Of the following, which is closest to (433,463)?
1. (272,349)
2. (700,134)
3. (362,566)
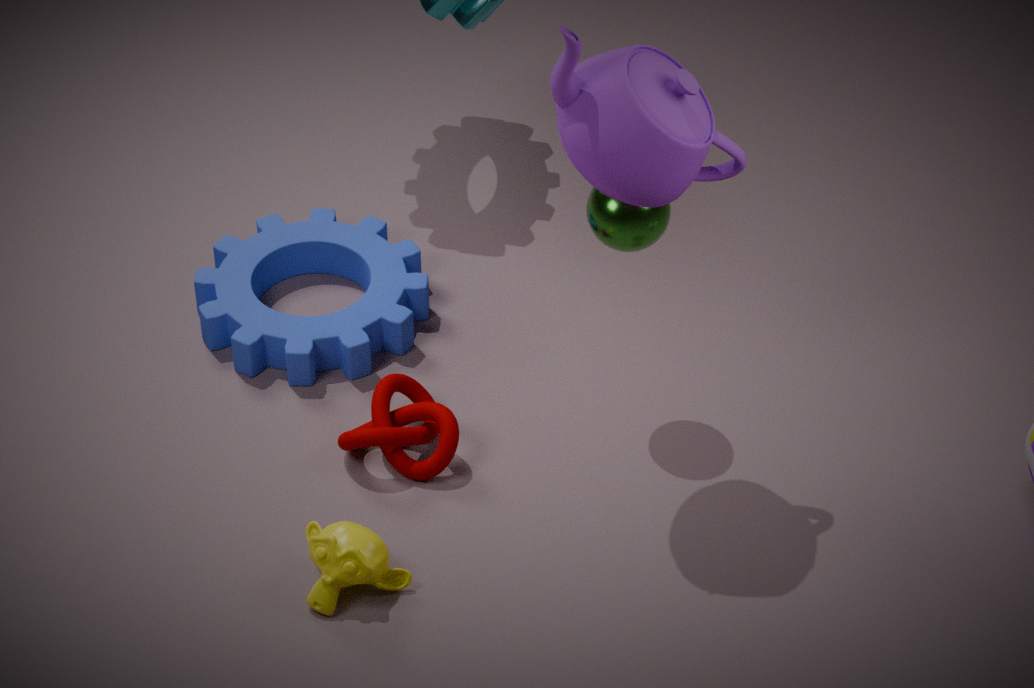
(362,566)
